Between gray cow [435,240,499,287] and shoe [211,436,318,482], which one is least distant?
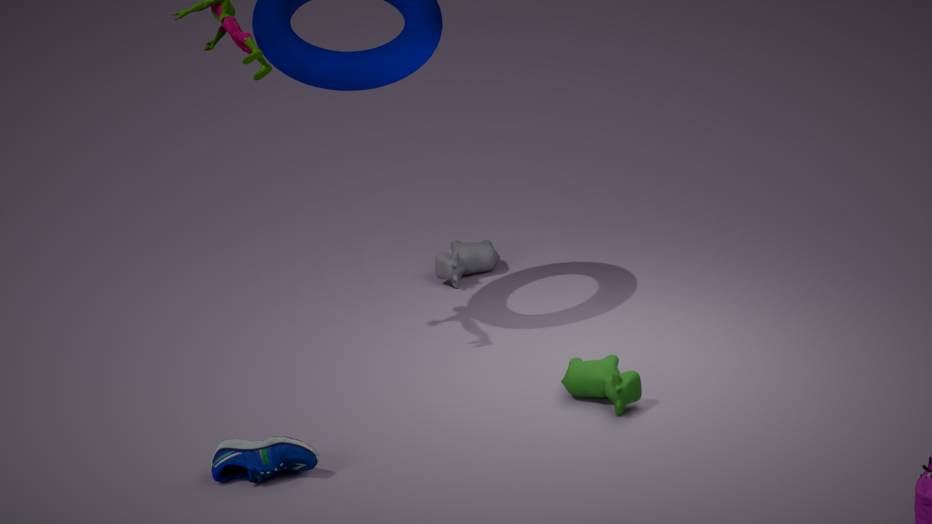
shoe [211,436,318,482]
